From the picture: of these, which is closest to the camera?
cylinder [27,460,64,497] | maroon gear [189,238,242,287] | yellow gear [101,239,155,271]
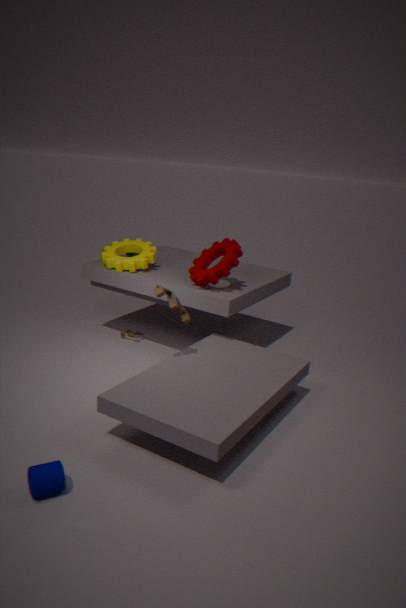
cylinder [27,460,64,497]
